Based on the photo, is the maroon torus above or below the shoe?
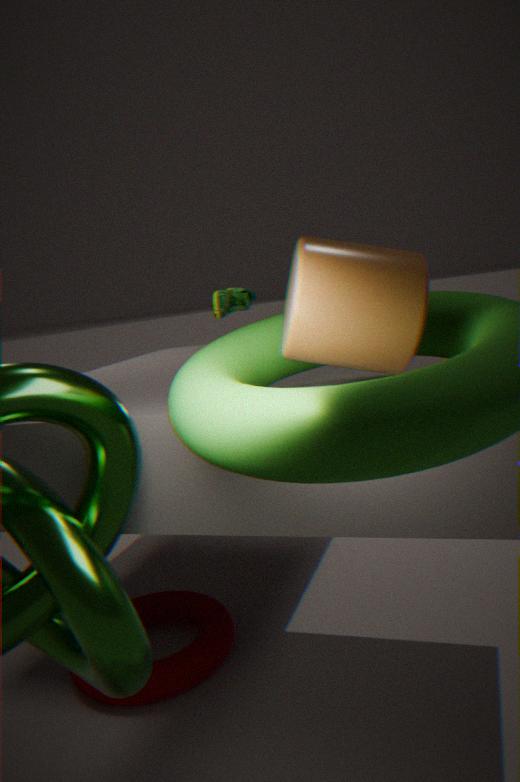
below
